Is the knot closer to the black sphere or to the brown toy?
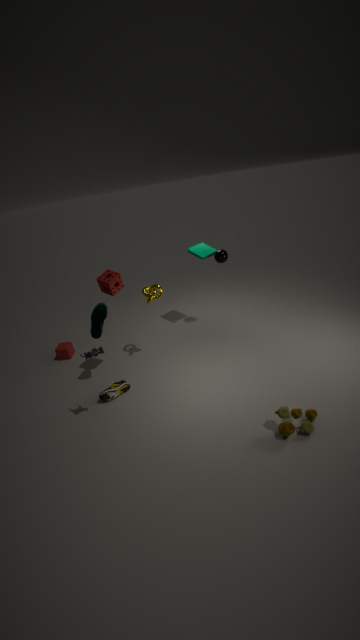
the black sphere
